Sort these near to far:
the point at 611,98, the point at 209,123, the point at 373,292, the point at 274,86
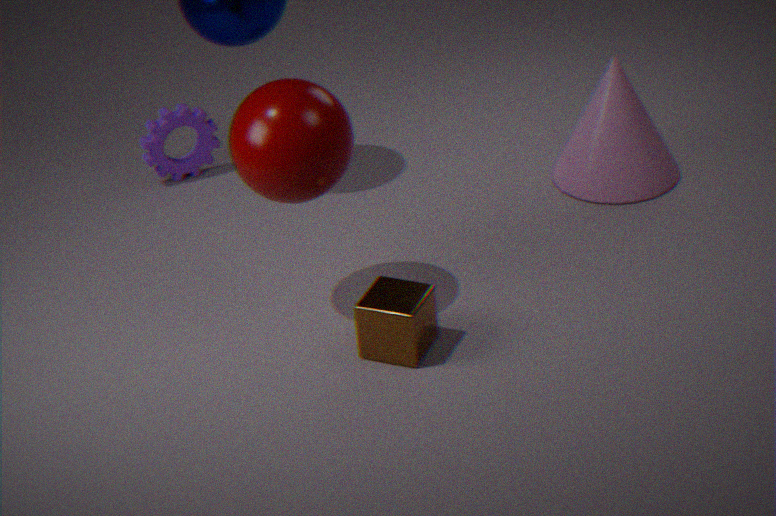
1. the point at 274,86
2. the point at 373,292
3. the point at 611,98
4. the point at 209,123
